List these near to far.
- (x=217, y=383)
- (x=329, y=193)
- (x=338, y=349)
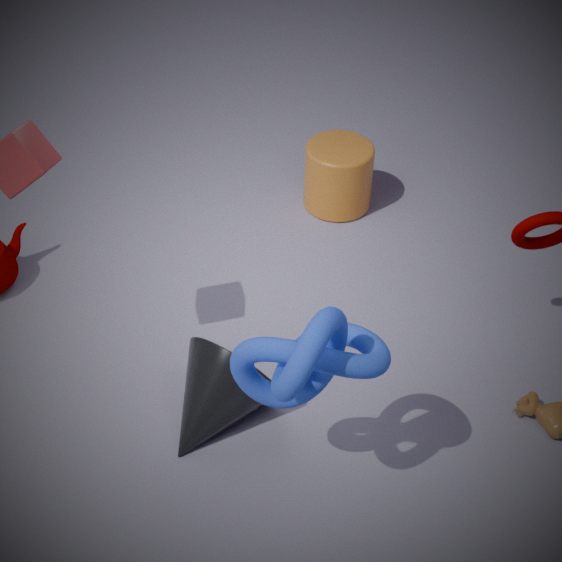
(x=338, y=349)
(x=217, y=383)
(x=329, y=193)
